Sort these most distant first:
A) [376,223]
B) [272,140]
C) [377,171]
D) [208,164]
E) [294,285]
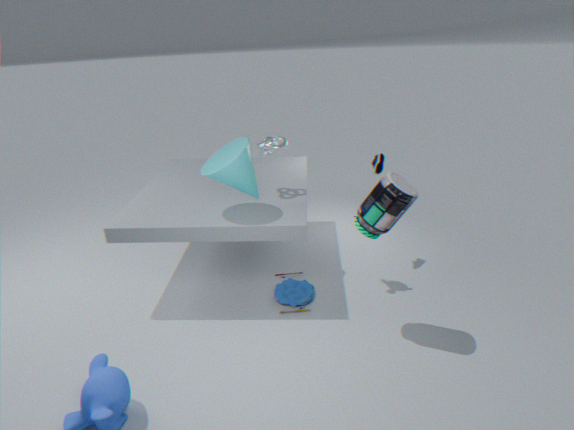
[377,171] → [294,285] → [272,140] → [208,164] → [376,223]
